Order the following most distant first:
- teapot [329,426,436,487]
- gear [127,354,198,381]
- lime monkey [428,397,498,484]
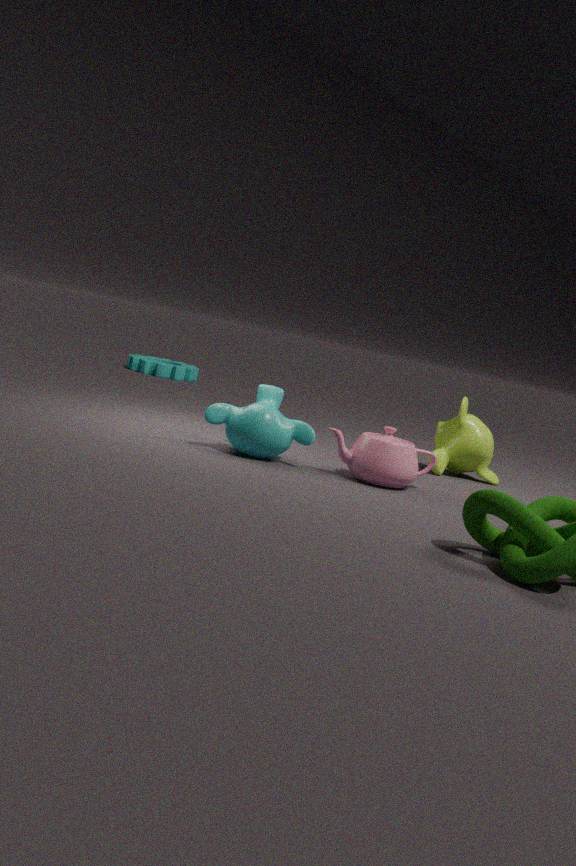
1. gear [127,354,198,381]
2. lime monkey [428,397,498,484]
3. teapot [329,426,436,487]
